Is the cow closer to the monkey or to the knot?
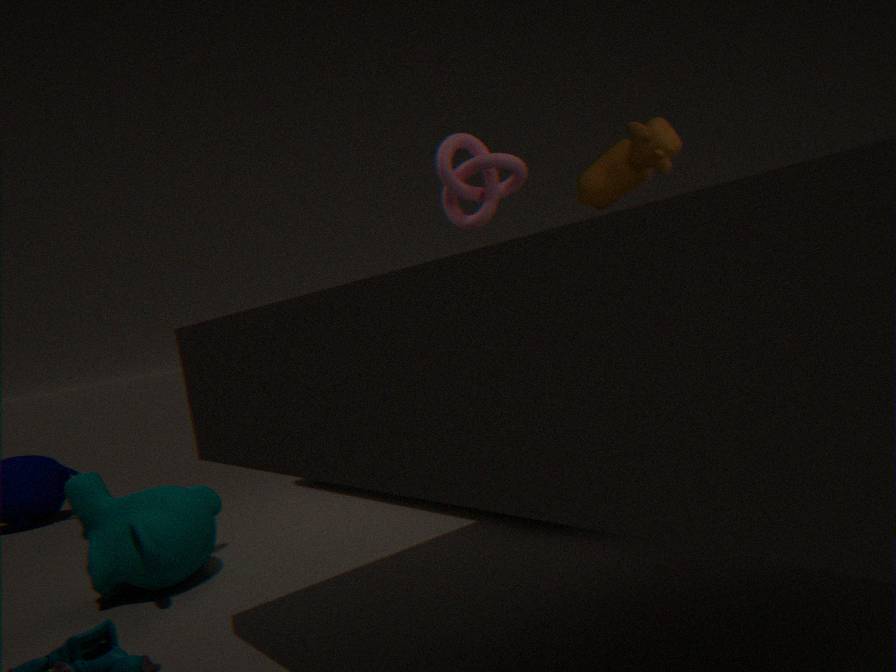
the knot
